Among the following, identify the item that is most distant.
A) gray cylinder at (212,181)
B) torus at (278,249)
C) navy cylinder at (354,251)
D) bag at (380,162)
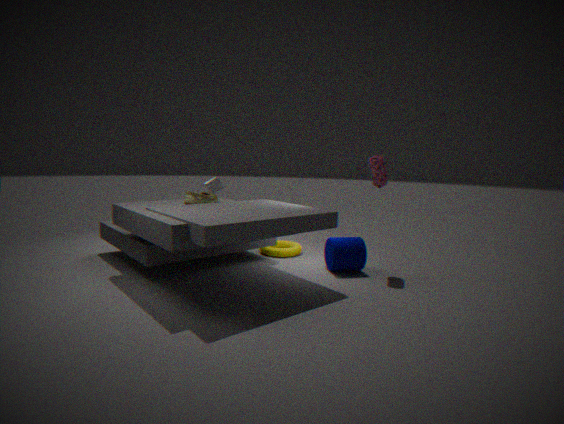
gray cylinder at (212,181)
